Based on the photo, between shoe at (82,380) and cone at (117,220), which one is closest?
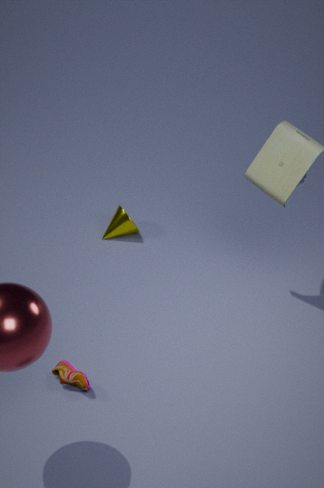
shoe at (82,380)
